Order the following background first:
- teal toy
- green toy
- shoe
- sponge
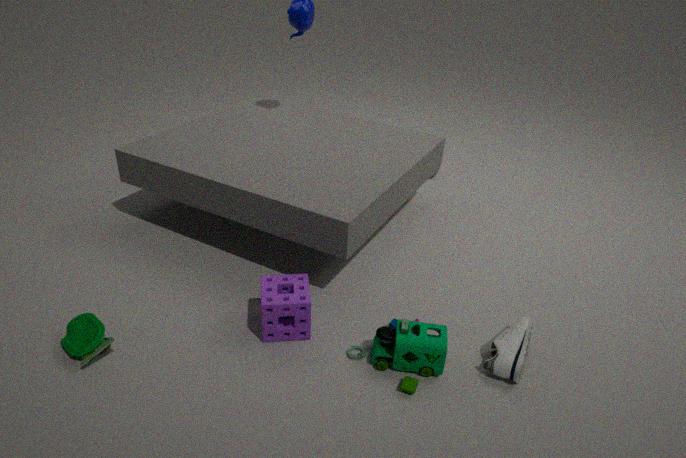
sponge → shoe → green toy → teal toy
